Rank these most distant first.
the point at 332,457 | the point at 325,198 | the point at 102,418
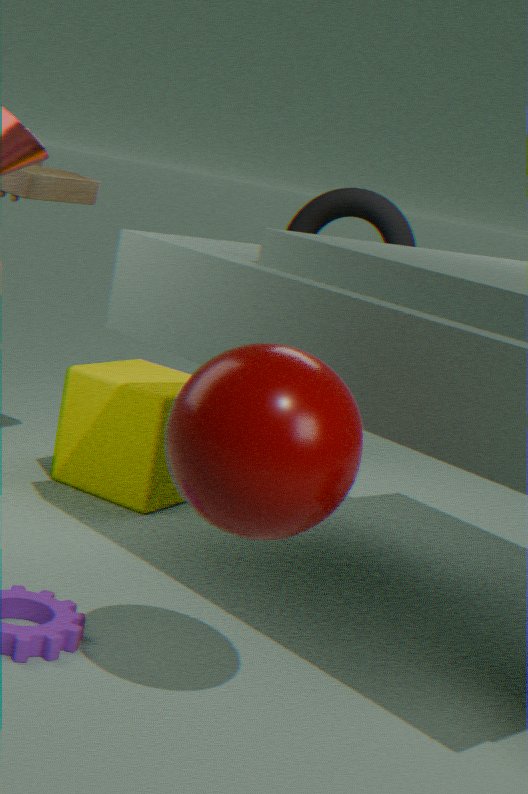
the point at 325,198 → the point at 102,418 → the point at 332,457
